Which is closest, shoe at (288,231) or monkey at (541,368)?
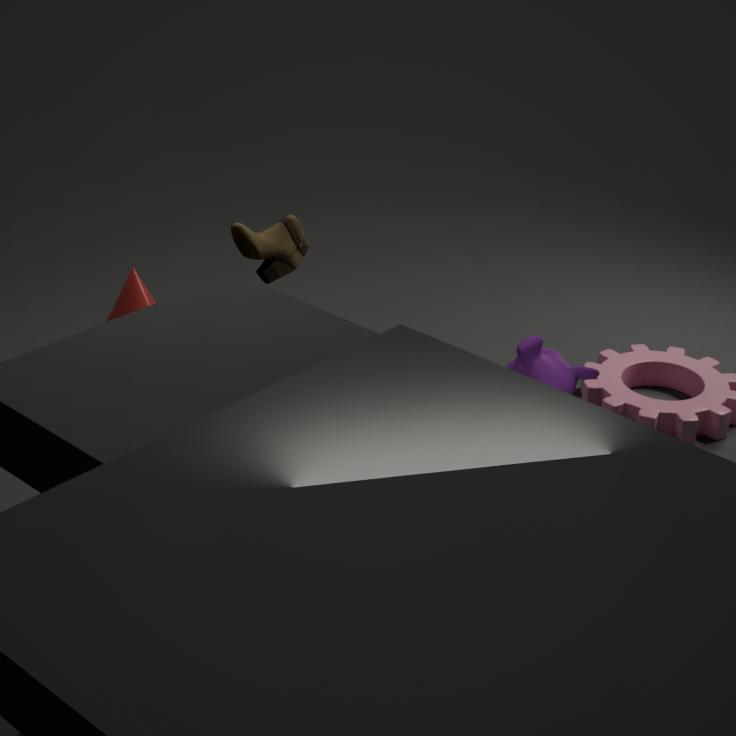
monkey at (541,368)
